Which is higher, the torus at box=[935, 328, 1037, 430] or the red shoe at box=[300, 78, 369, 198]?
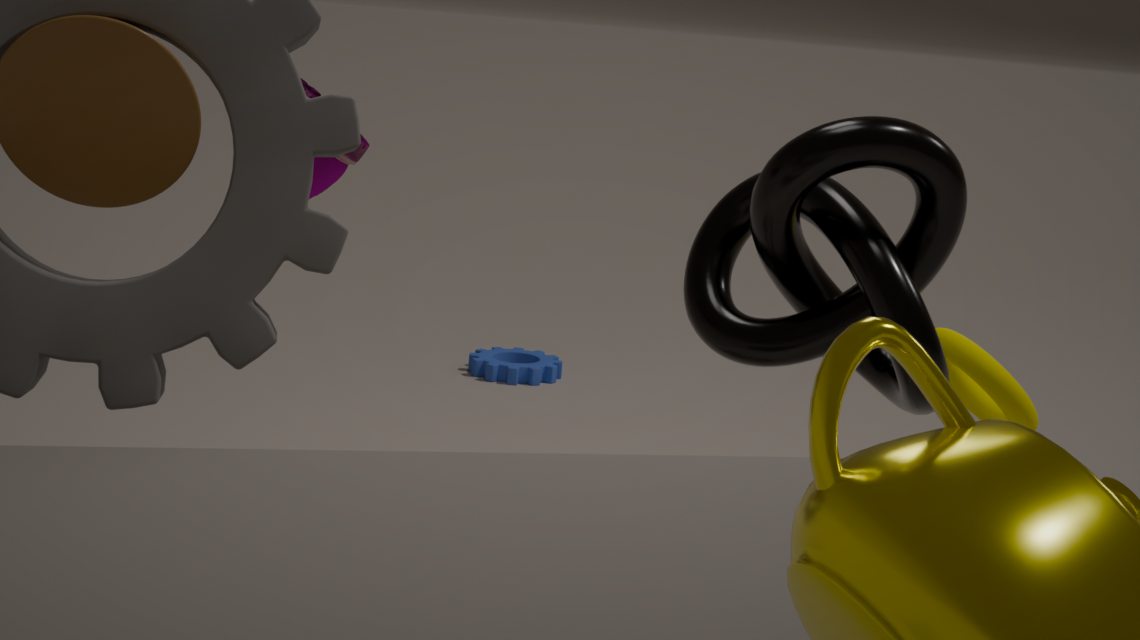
the red shoe at box=[300, 78, 369, 198]
